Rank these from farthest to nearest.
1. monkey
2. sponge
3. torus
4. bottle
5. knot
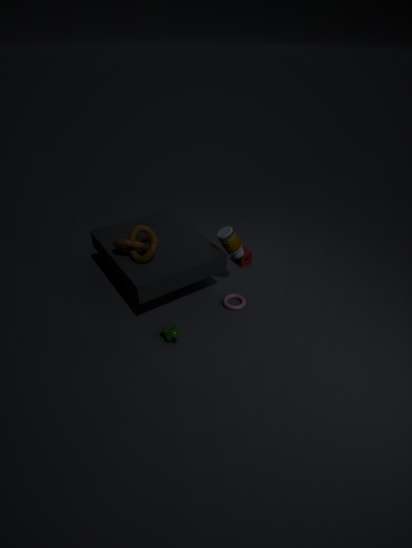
sponge < torus < bottle < knot < monkey
